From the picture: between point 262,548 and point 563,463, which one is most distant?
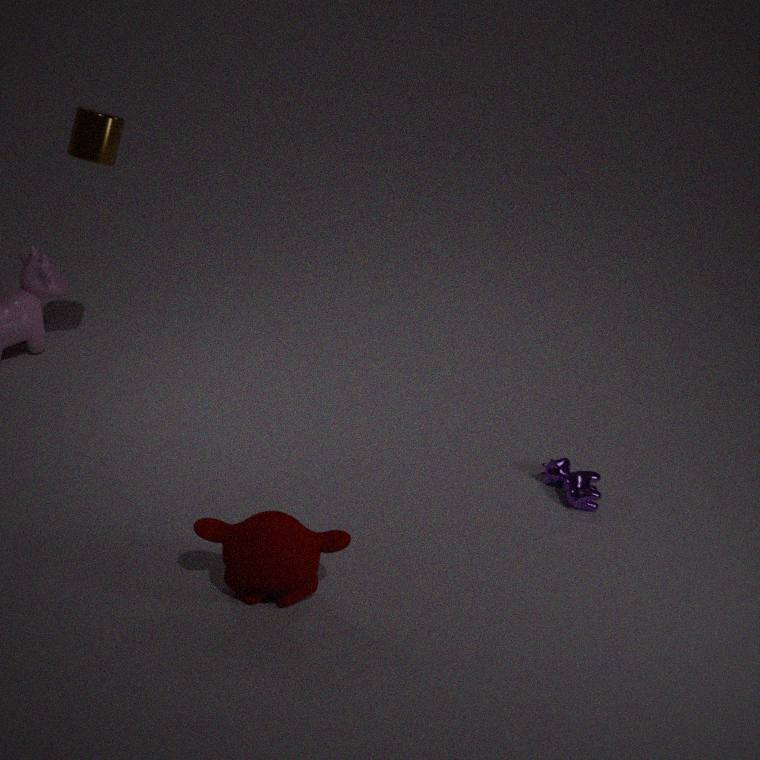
point 563,463
